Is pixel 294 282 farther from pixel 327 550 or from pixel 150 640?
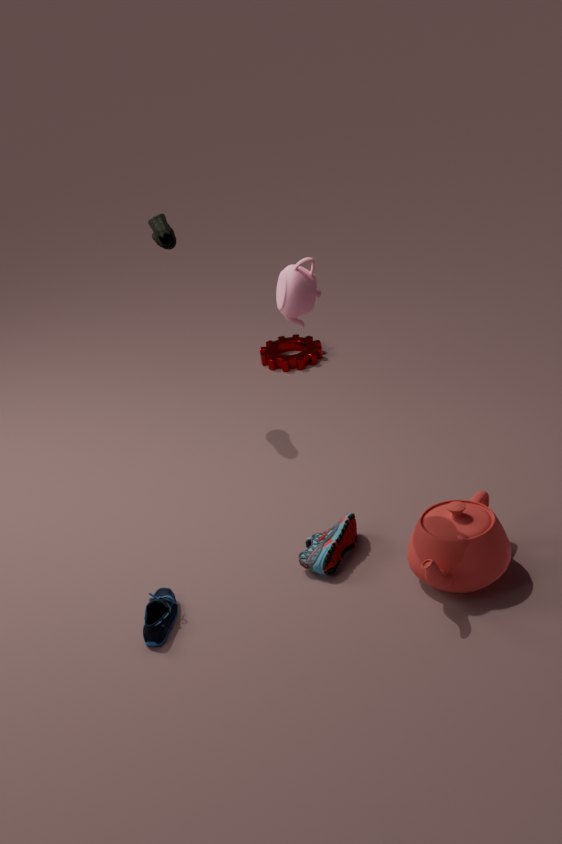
pixel 150 640
